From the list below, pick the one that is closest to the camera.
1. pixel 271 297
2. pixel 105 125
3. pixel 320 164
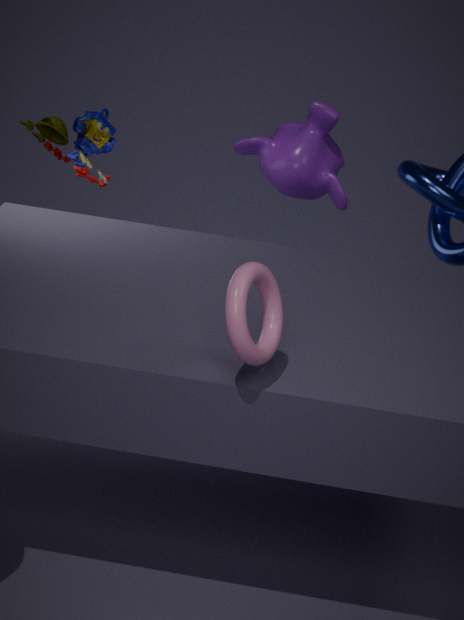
pixel 271 297
